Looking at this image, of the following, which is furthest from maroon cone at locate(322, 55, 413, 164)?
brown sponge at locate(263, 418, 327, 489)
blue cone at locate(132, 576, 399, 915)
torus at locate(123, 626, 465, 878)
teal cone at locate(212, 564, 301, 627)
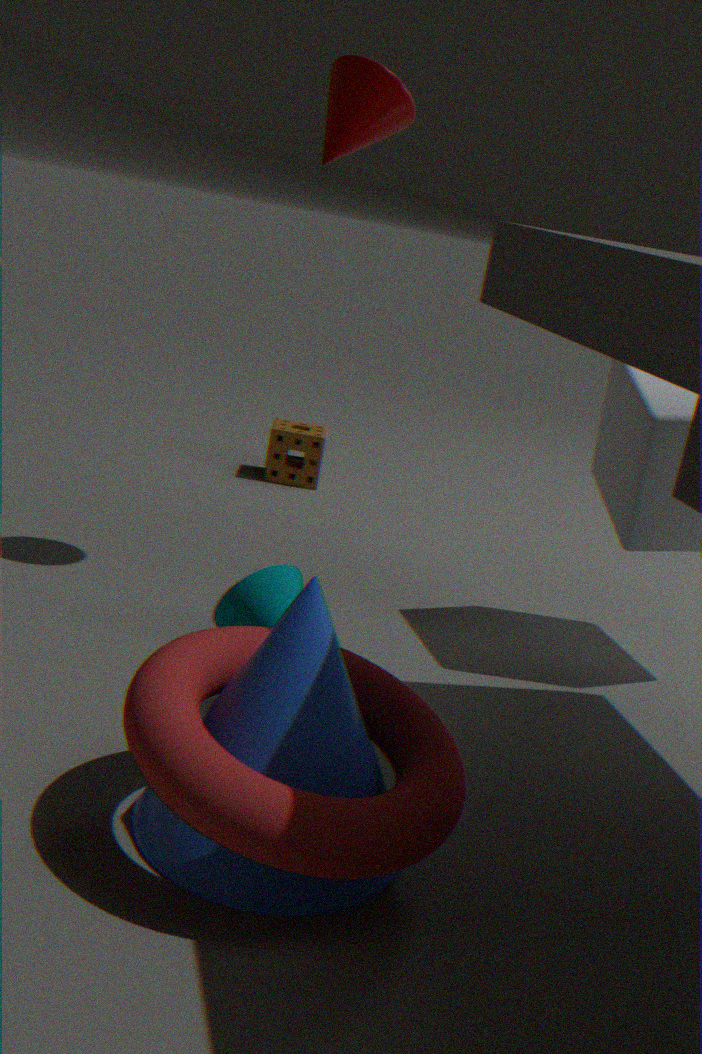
brown sponge at locate(263, 418, 327, 489)
